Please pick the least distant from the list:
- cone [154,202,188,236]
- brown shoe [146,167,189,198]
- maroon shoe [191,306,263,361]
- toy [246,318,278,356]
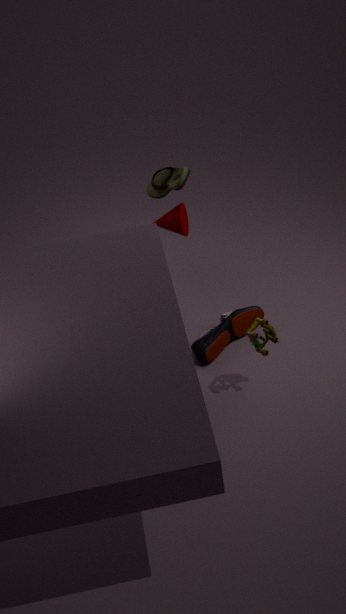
toy [246,318,278,356]
